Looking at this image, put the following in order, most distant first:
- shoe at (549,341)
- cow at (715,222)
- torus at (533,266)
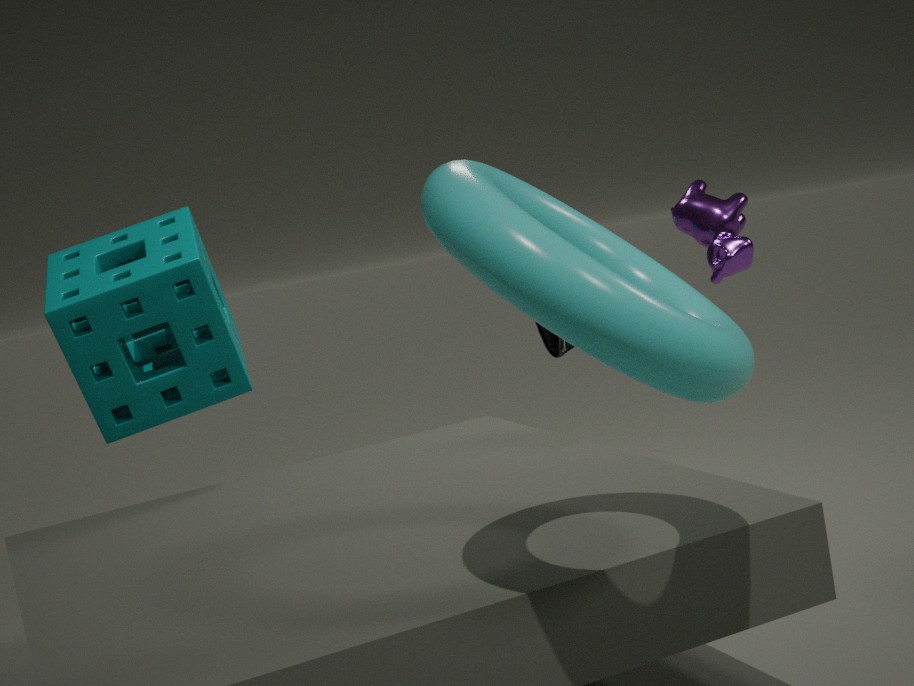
1. shoe at (549,341)
2. cow at (715,222)
3. torus at (533,266)
